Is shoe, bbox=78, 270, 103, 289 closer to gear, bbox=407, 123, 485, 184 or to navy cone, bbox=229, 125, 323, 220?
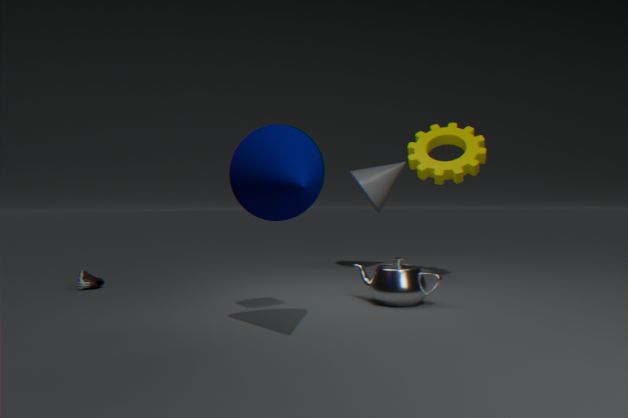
navy cone, bbox=229, 125, 323, 220
